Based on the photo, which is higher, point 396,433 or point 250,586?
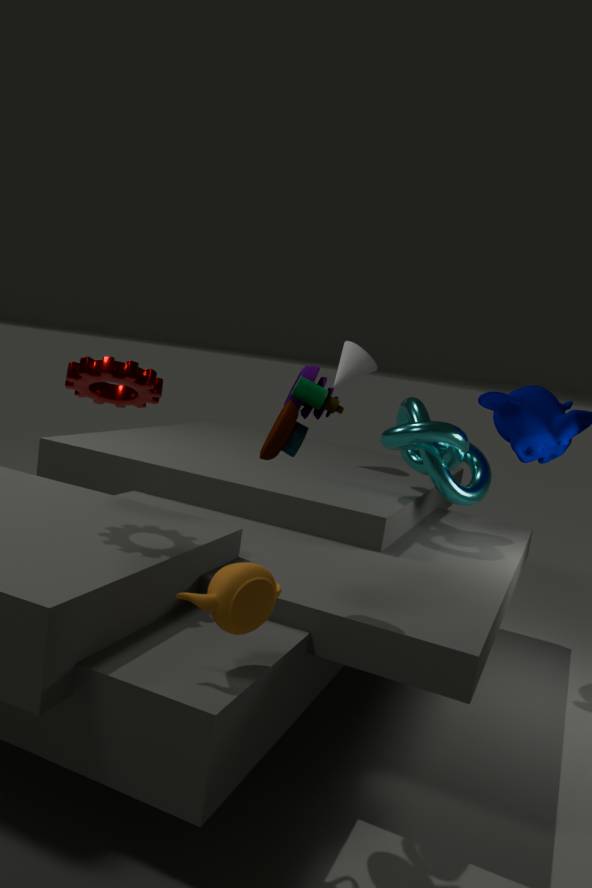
point 396,433
